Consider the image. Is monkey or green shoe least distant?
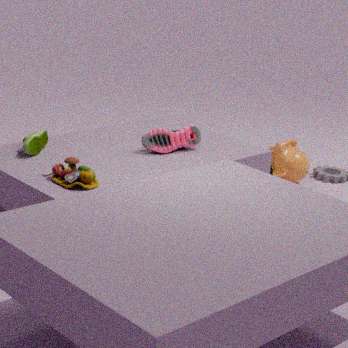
green shoe
